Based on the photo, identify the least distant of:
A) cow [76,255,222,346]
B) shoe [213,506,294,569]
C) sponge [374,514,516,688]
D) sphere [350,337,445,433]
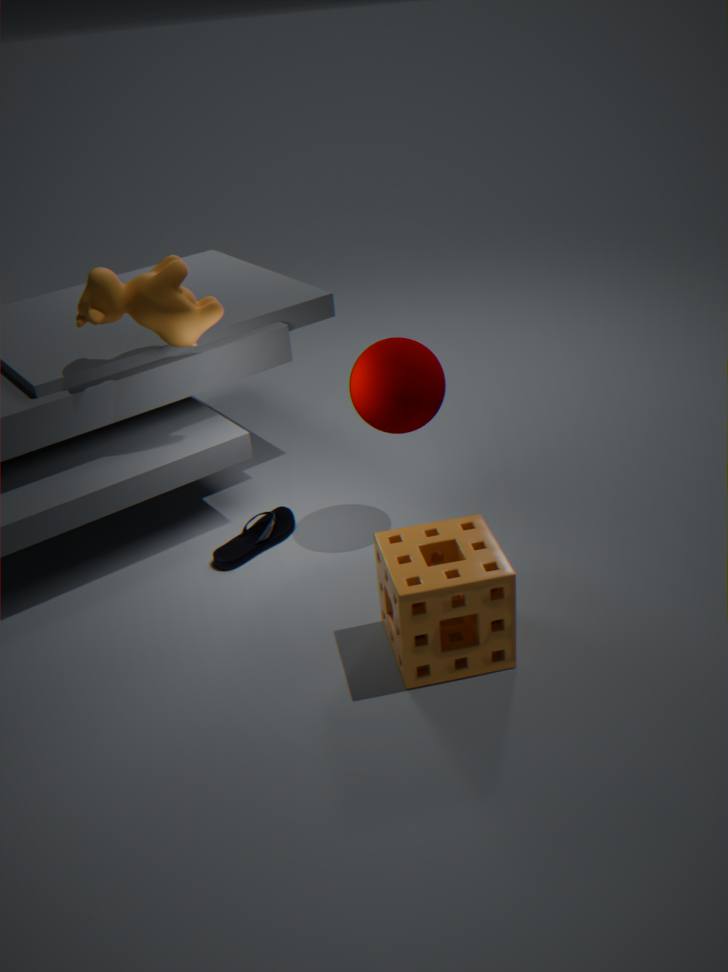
sponge [374,514,516,688]
